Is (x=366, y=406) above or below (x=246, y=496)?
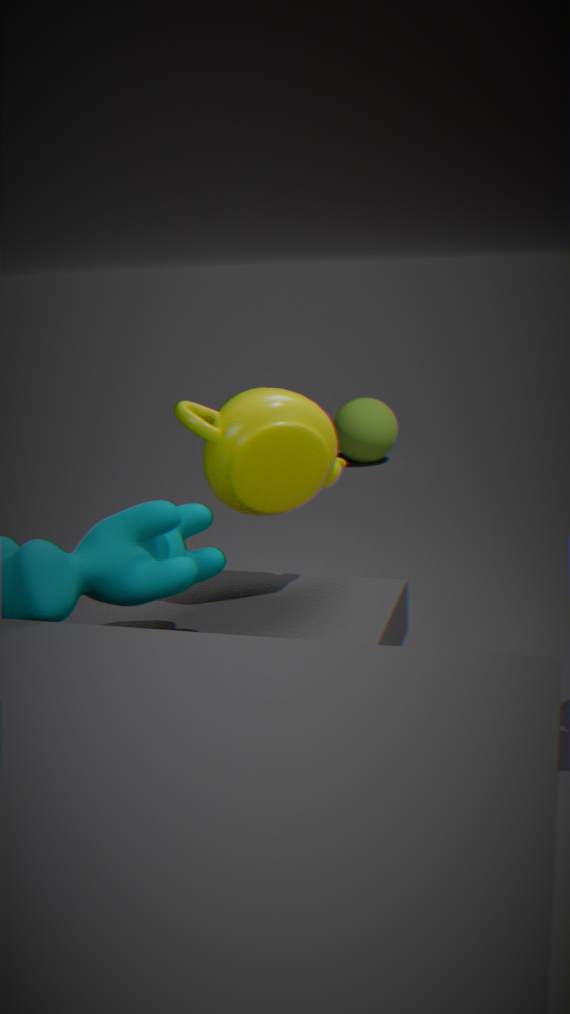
below
